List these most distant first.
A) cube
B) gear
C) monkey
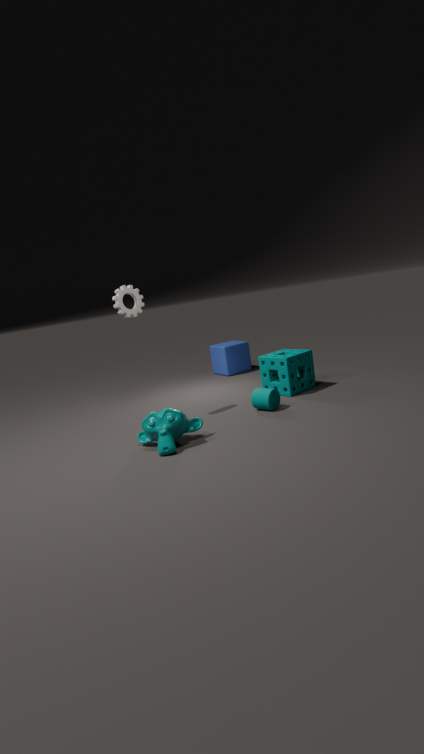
cube
gear
monkey
